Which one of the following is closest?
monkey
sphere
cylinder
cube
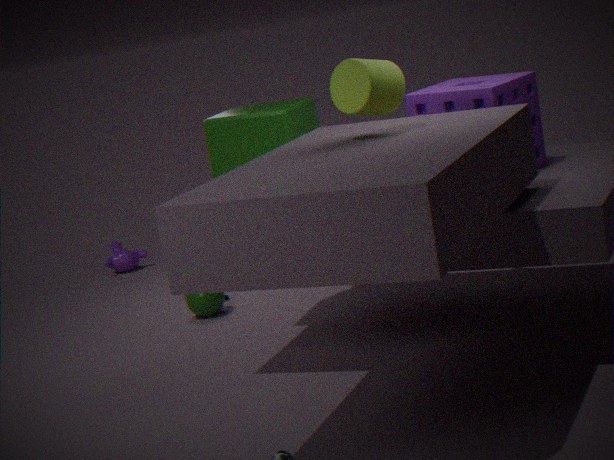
cylinder
